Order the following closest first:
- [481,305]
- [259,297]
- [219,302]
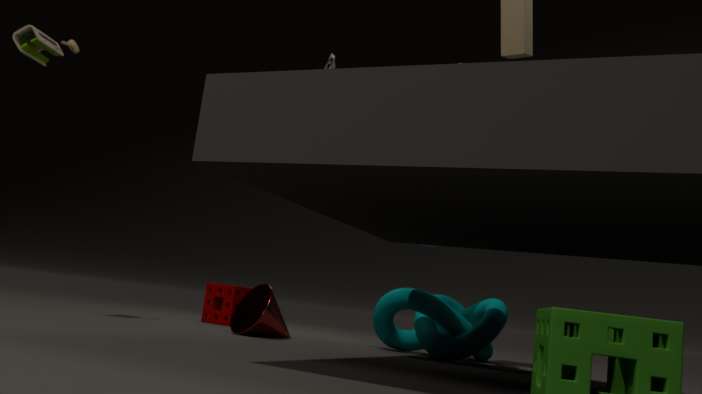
[259,297]
[481,305]
[219,302]
